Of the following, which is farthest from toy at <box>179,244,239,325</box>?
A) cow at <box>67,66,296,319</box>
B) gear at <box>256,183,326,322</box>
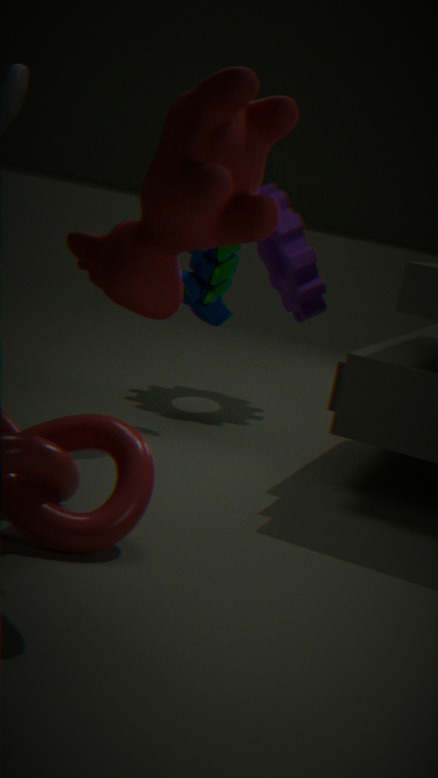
cow at <box>67,66,296,319</box>
